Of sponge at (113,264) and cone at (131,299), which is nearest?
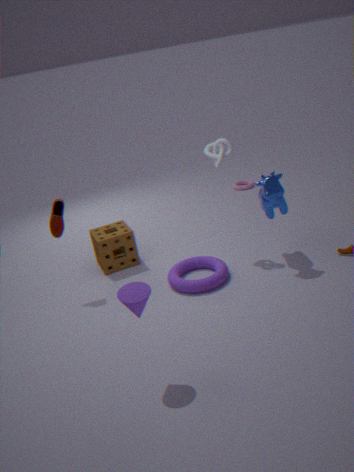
cone at (131,299)
